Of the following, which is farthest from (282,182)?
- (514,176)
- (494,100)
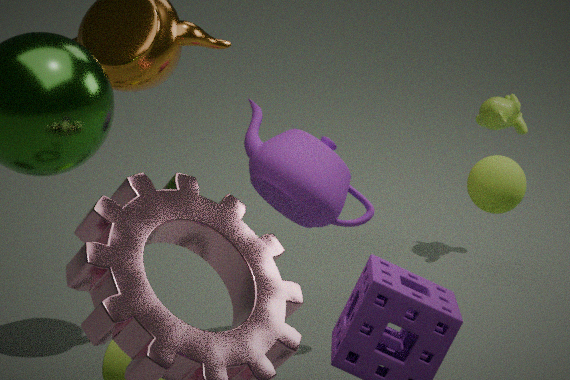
(494,100)
